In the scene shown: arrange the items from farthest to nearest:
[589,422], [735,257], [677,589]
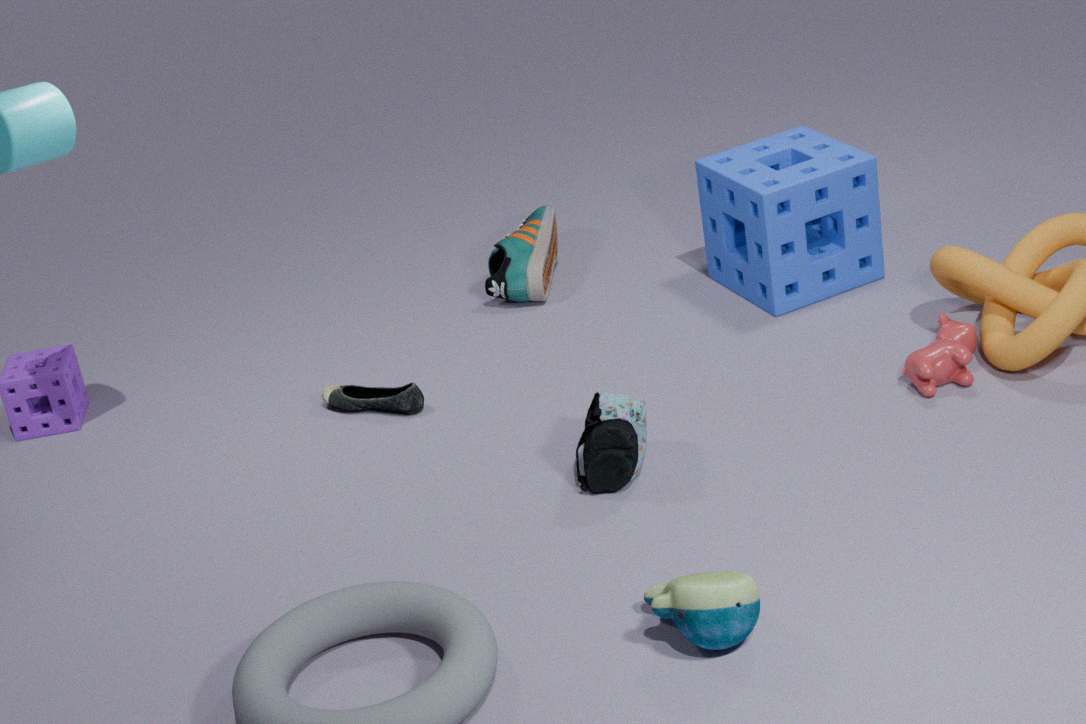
[735,257]
[589,422]
[677,589]
